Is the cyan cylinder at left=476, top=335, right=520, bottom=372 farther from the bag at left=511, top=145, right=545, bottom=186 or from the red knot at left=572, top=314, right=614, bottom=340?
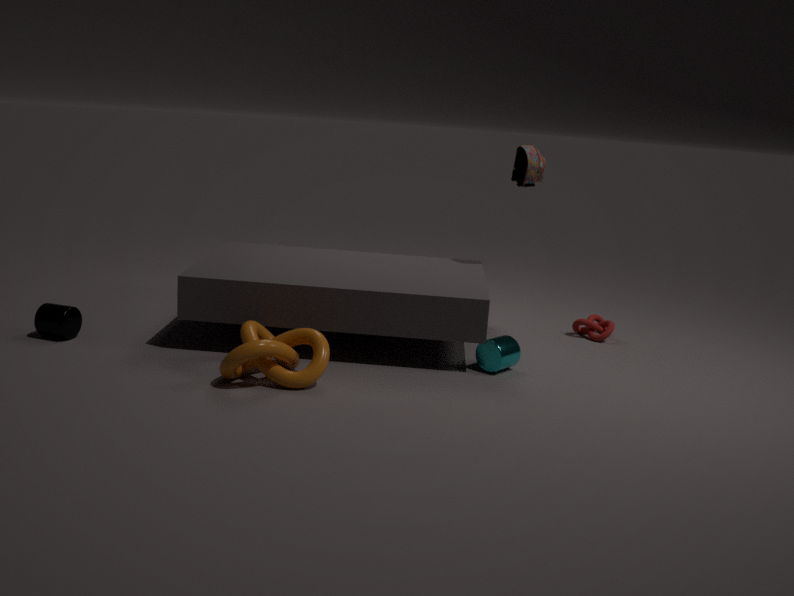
the bag at left=511, top=145, right=545, bottom=186
